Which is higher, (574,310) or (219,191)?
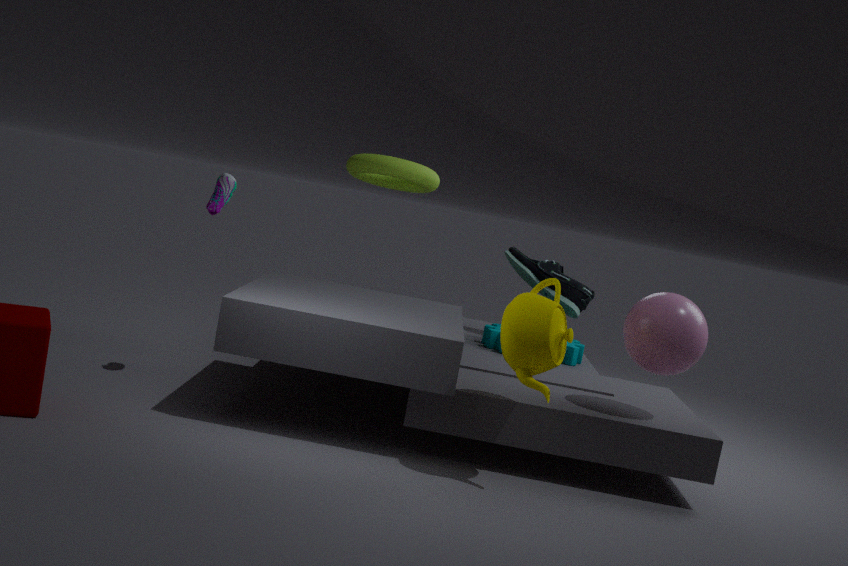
(219,191)
